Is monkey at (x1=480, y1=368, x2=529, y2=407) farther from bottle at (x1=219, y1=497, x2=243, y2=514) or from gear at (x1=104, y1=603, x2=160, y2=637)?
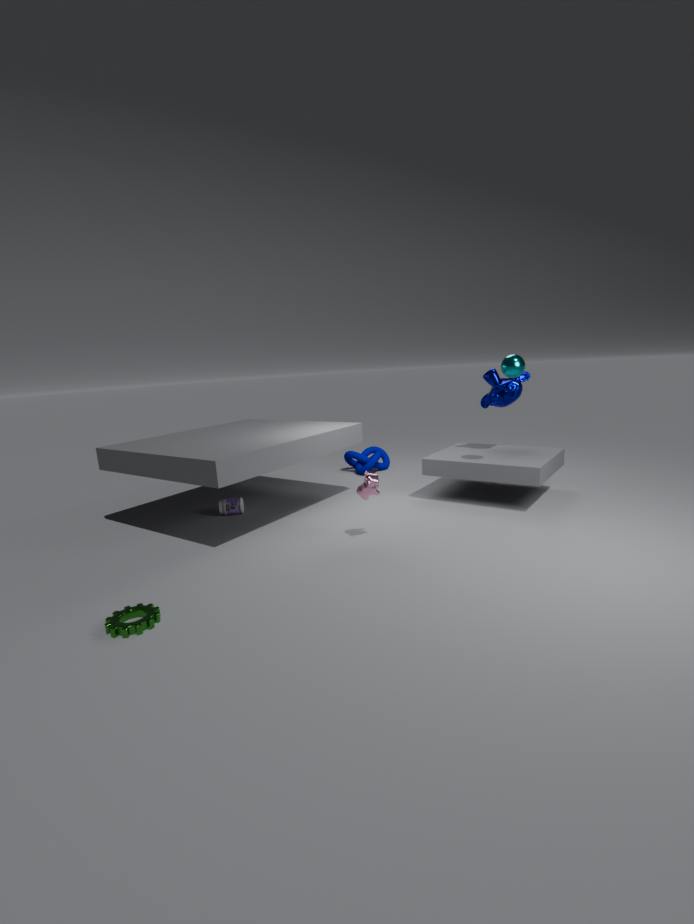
gear at (x1=104, y1=603, x2=160, y2=637)
